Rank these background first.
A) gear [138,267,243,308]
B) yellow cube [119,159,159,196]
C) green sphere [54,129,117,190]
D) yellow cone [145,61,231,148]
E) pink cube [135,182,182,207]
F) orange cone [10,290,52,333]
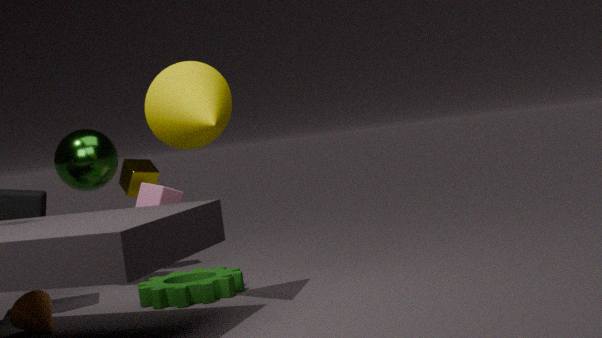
1. yellow cube [119,159,159,196]
2. pink cube [135,182,182,207]
3. green sphere [54,129,117,190]
4. gear [138,267,243,308]
5. orange cone [10,290,52,333]
6. yellow cone [145,61,231,148]
